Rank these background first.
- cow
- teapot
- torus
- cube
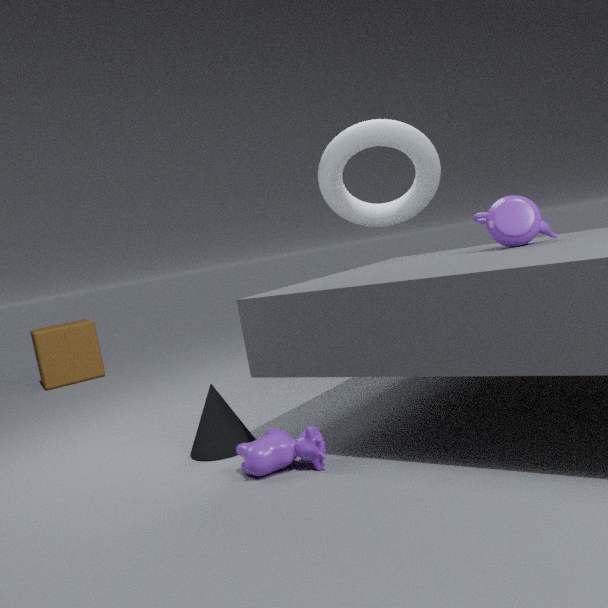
cube, torus, teapot, cow
